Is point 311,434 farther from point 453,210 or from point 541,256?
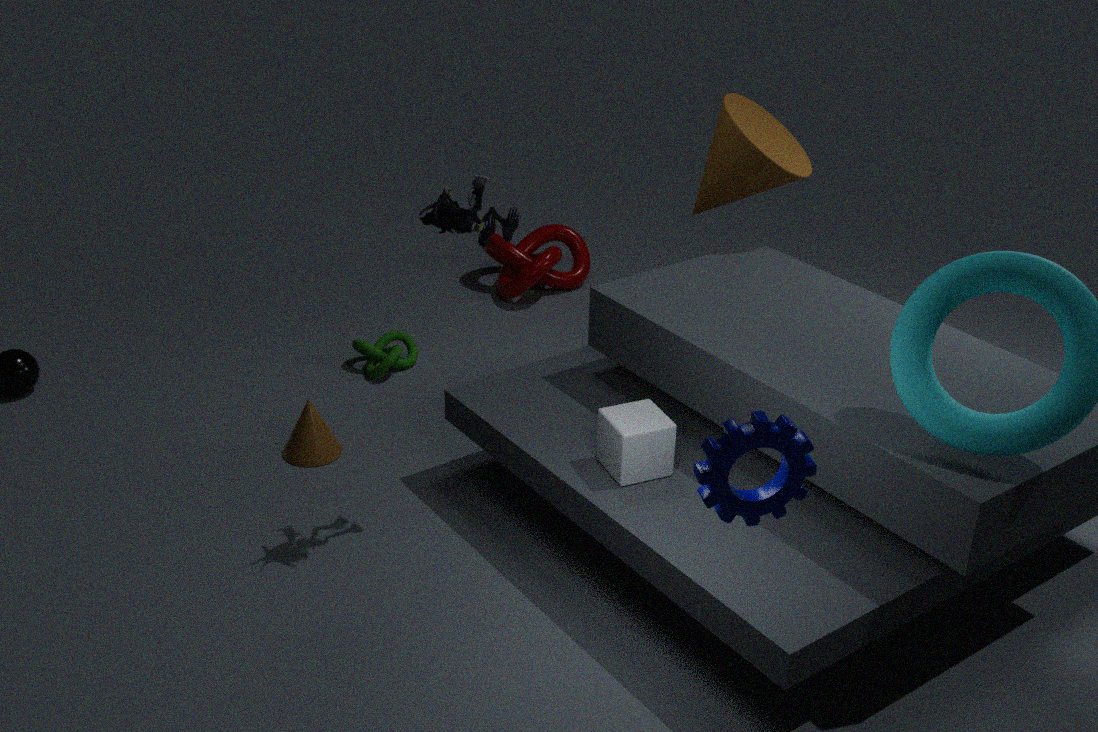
point 541,256
